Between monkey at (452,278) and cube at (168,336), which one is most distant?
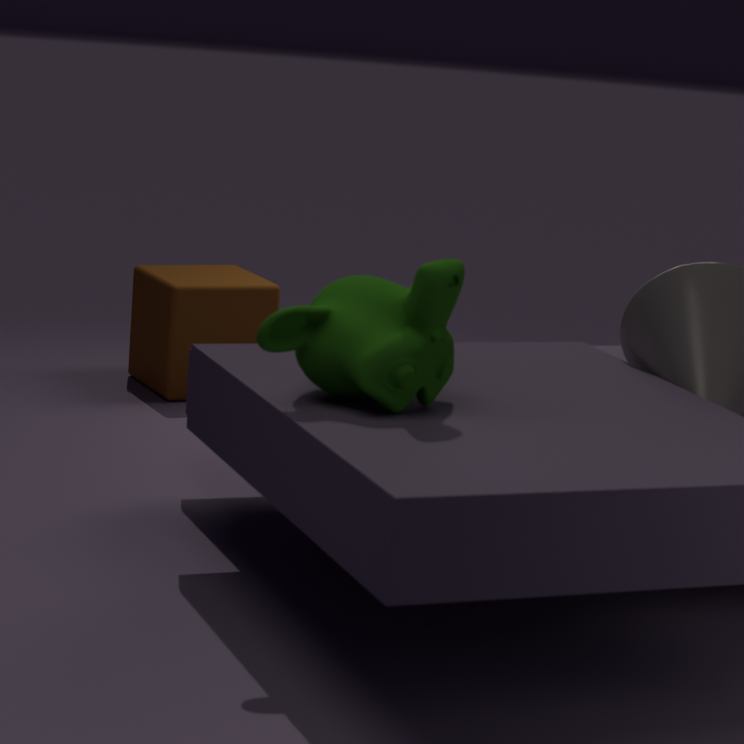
cube at (168,336)
